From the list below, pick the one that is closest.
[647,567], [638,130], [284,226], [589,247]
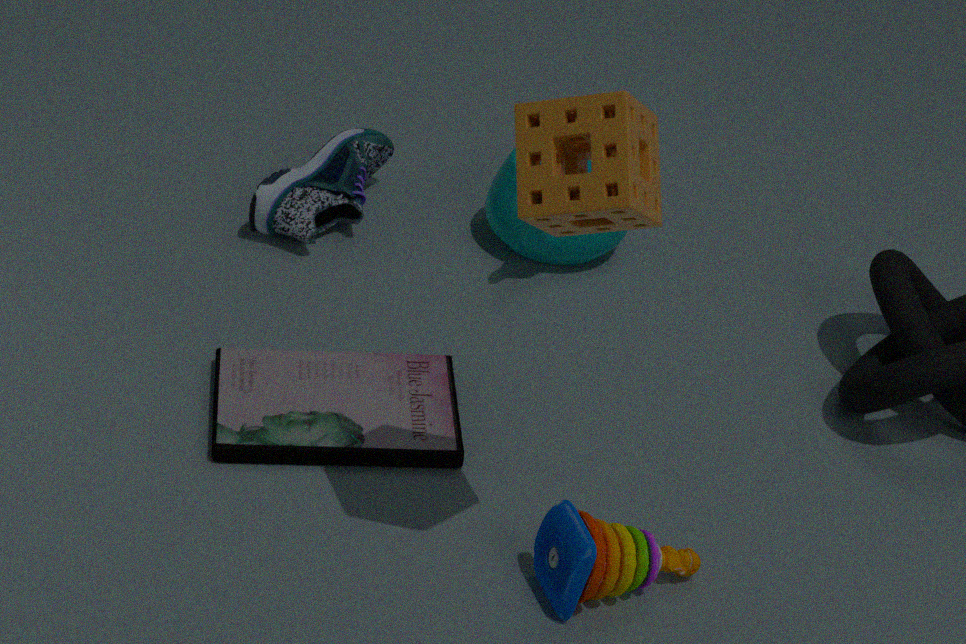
[638,130]
